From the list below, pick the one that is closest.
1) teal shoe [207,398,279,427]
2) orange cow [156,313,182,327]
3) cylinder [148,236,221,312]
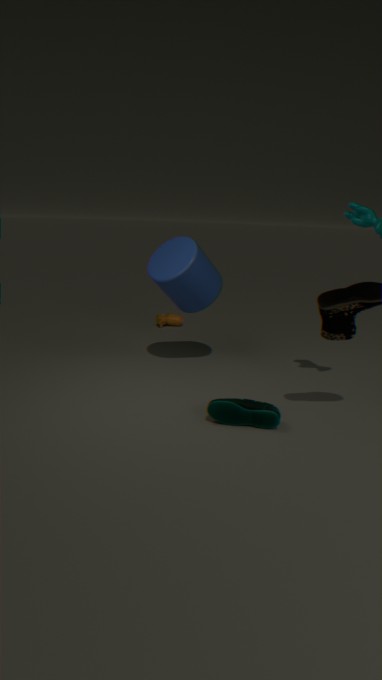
1. teal shoe [207,398,279,427]
